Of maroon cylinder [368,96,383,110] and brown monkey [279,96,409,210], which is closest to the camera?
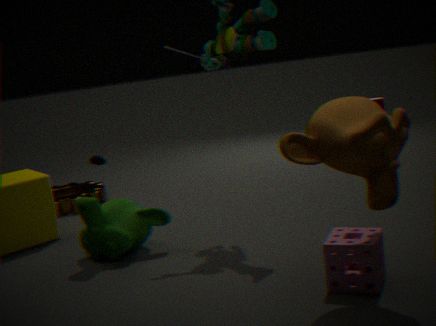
brown monkey [279,96,409,210]
